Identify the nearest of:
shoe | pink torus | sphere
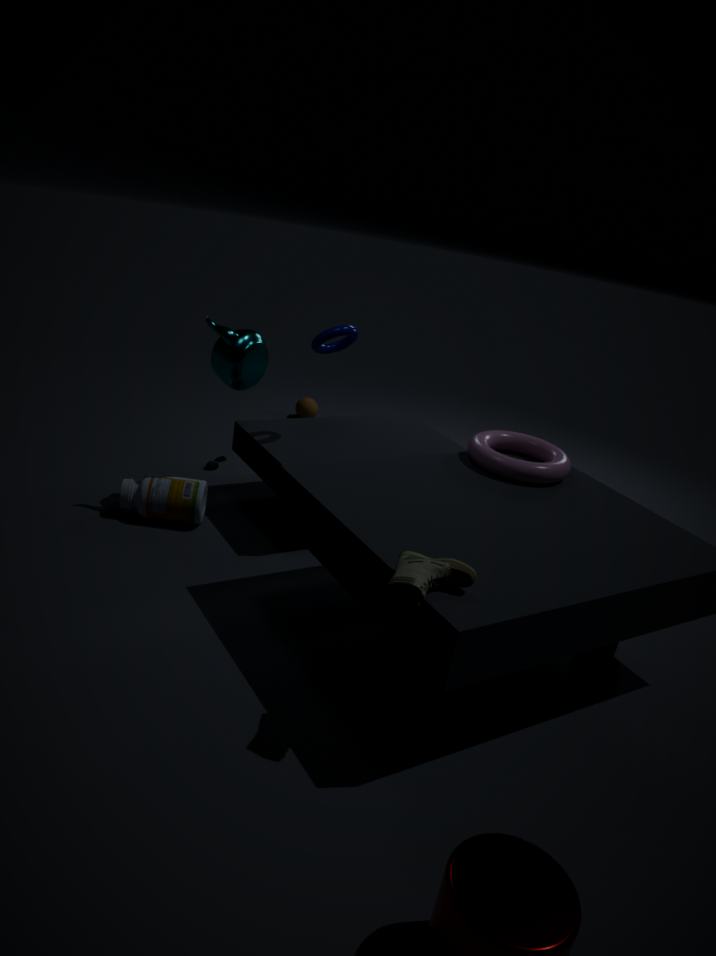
shoe
